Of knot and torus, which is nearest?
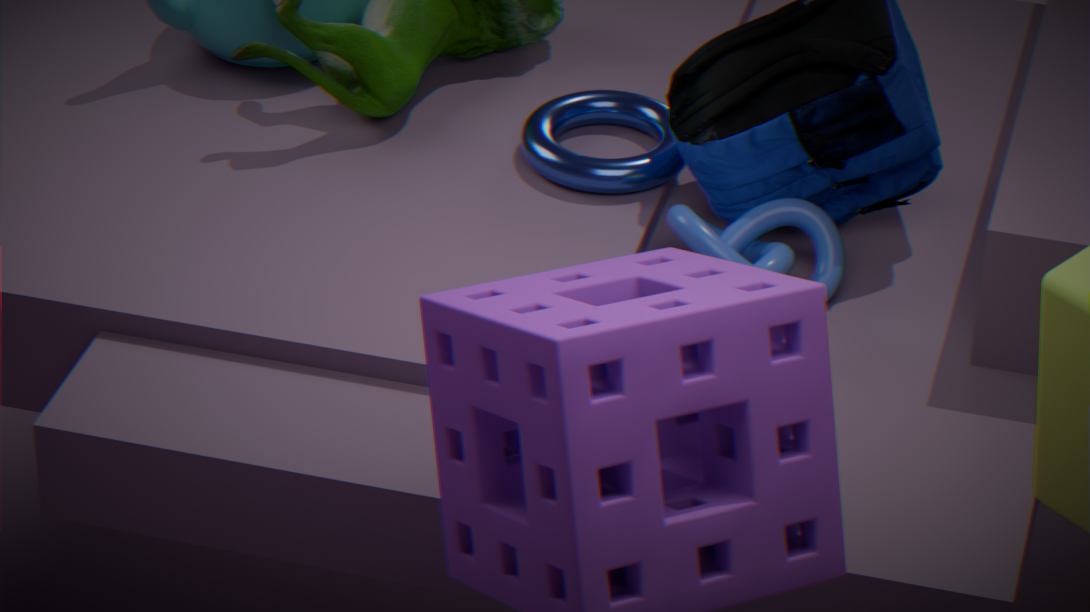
knot
